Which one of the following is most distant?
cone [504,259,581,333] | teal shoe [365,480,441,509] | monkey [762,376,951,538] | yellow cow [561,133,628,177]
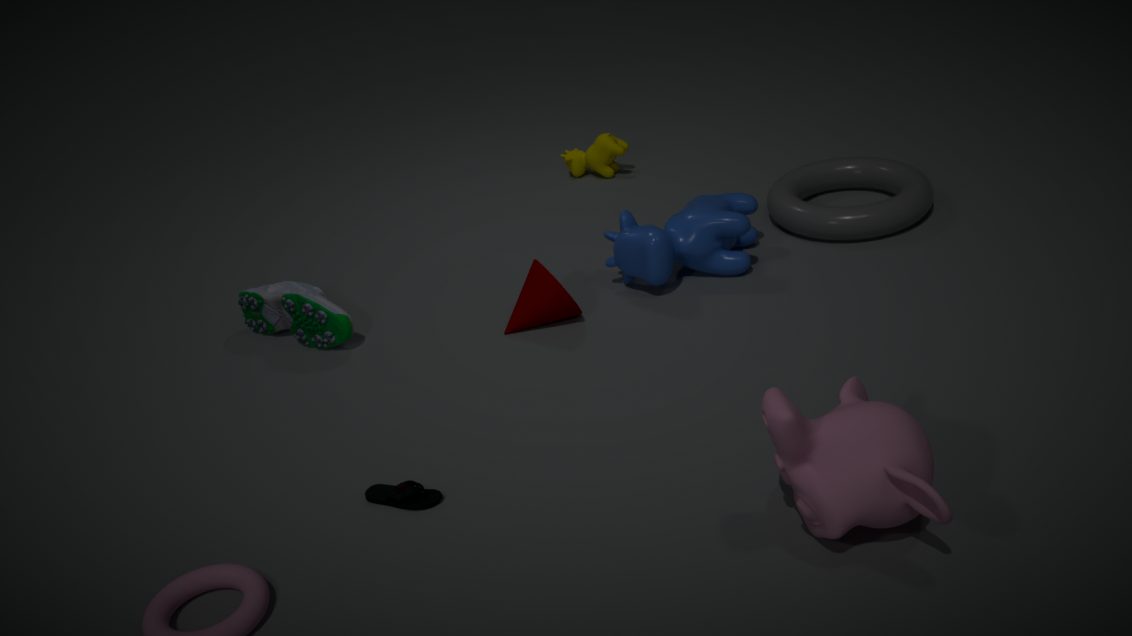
yellow cow [561,133,628,177]
